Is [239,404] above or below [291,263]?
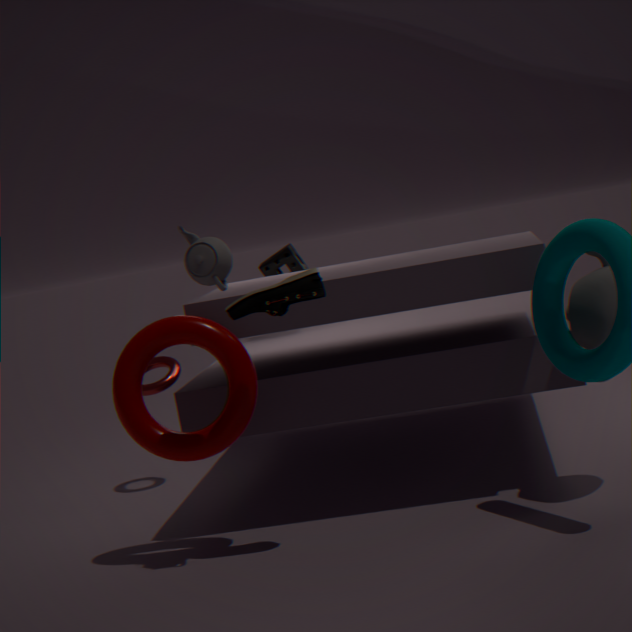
below
